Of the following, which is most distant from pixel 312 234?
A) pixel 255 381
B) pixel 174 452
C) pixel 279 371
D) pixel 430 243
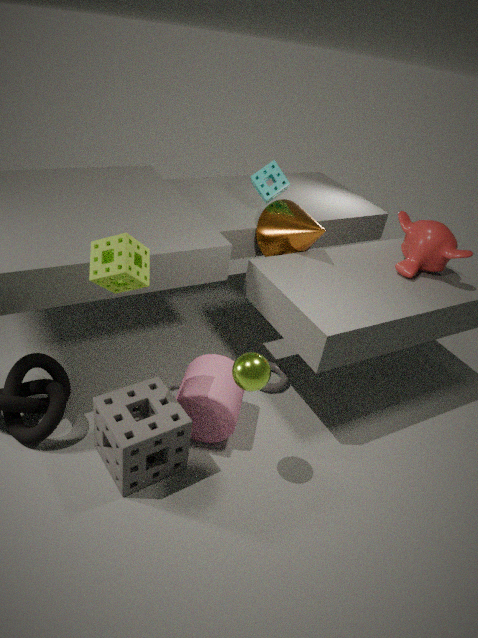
pixel 174 452
